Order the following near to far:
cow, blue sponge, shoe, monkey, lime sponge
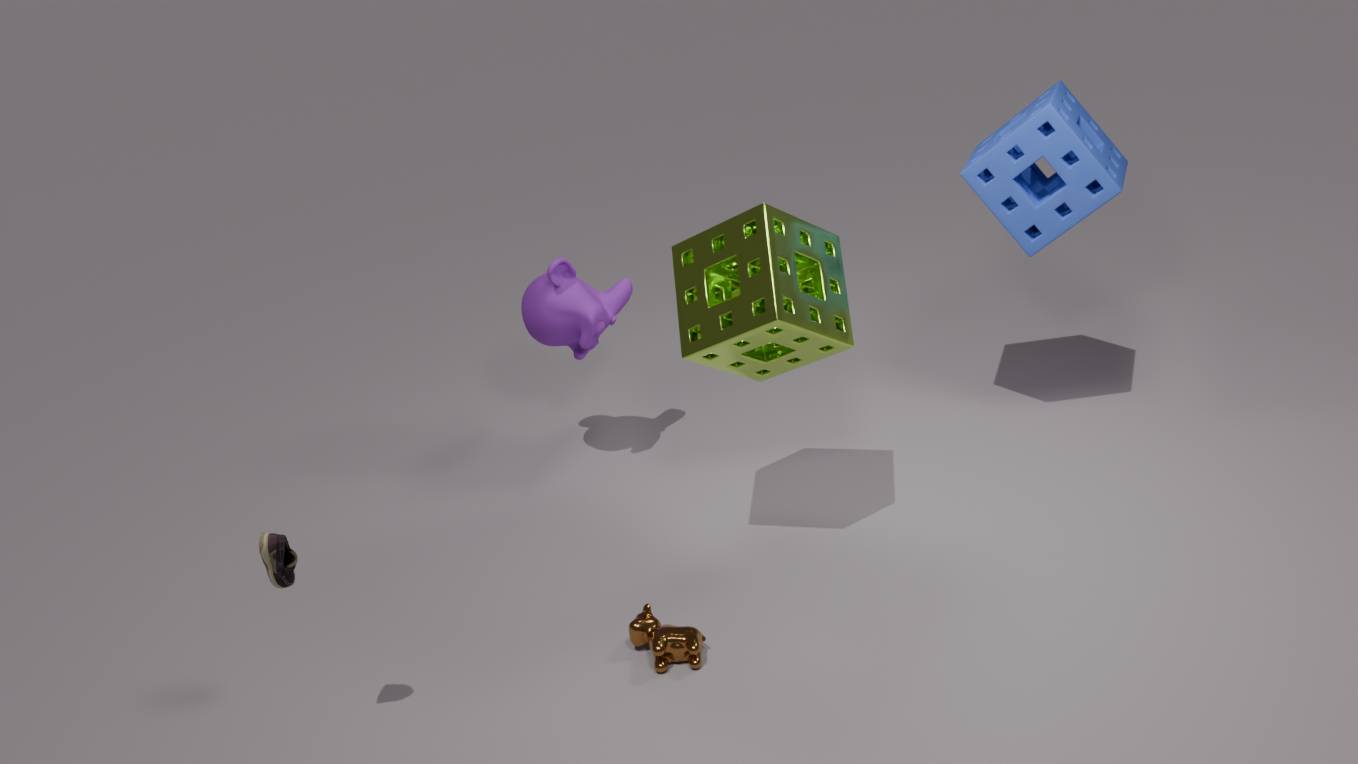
1. shoe
2. lime sponge
3. cow
4. blue sponge
5. monkey
